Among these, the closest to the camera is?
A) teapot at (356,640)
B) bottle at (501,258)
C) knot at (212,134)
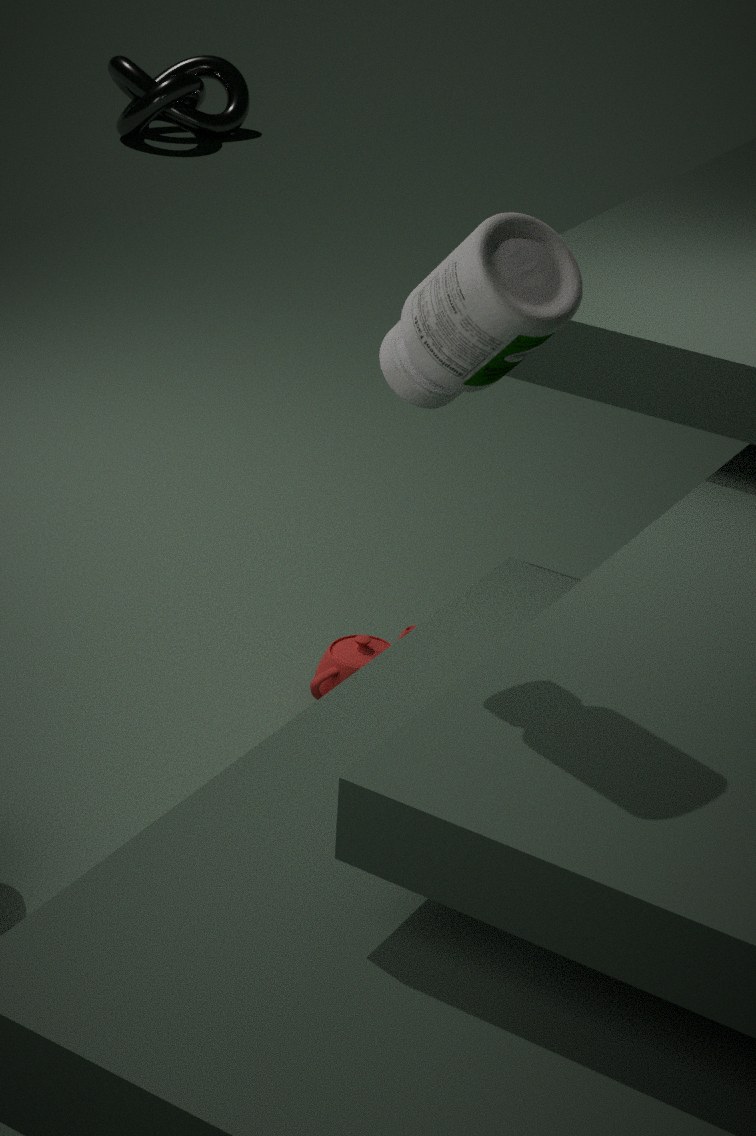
bottle at (501,258)
